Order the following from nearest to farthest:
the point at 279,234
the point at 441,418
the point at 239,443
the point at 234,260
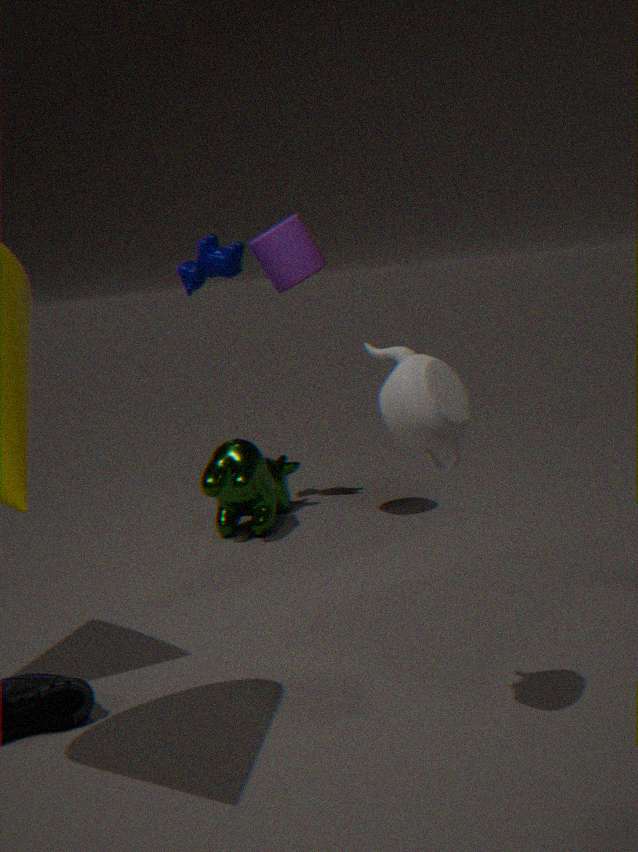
the point at 441,418 → the point at 279,234 → the point at 239,443 → the point at 234,260
